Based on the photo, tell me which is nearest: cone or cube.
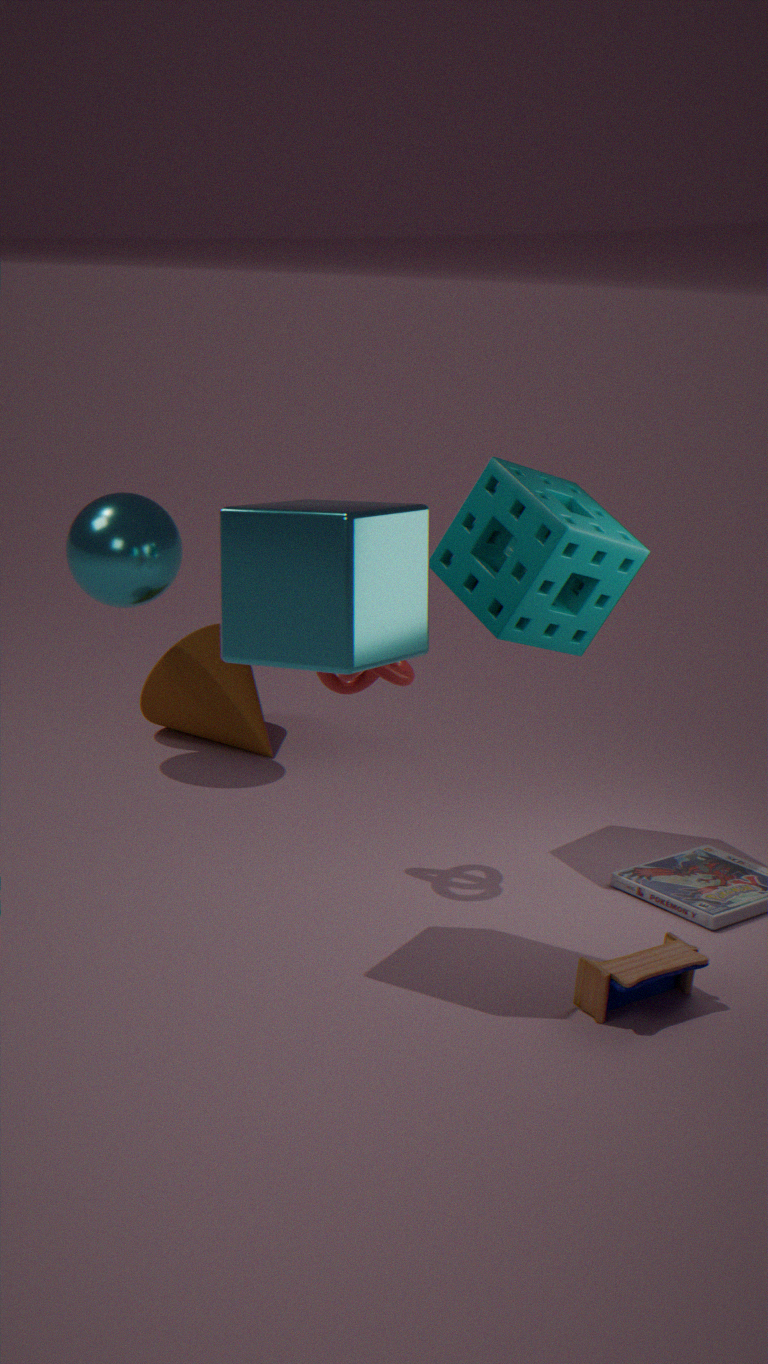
cube
